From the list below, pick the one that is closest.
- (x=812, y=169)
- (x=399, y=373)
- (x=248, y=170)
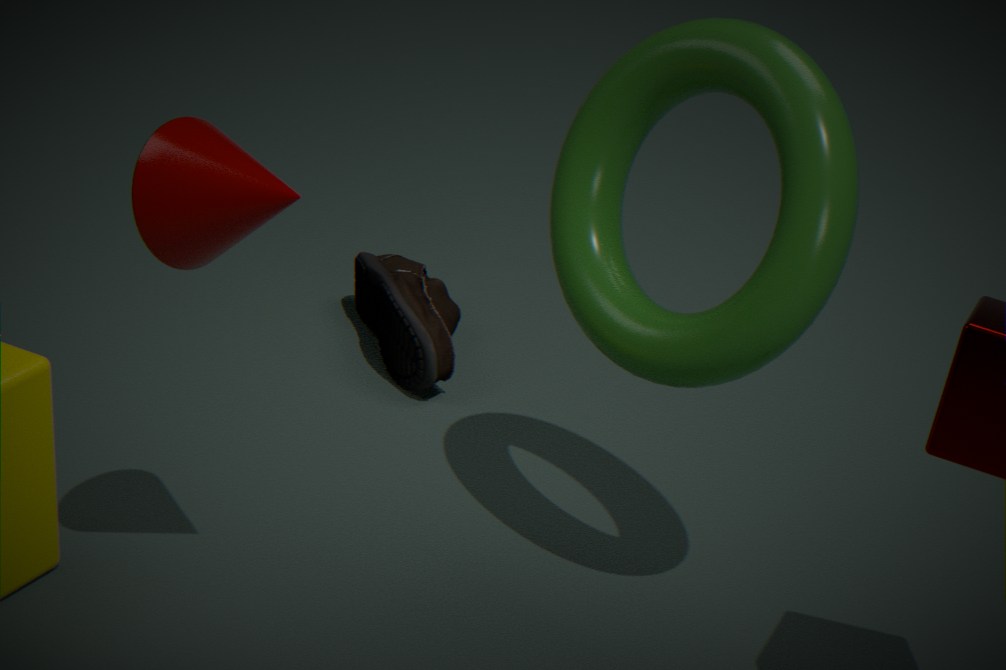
(x=248, y=170)
